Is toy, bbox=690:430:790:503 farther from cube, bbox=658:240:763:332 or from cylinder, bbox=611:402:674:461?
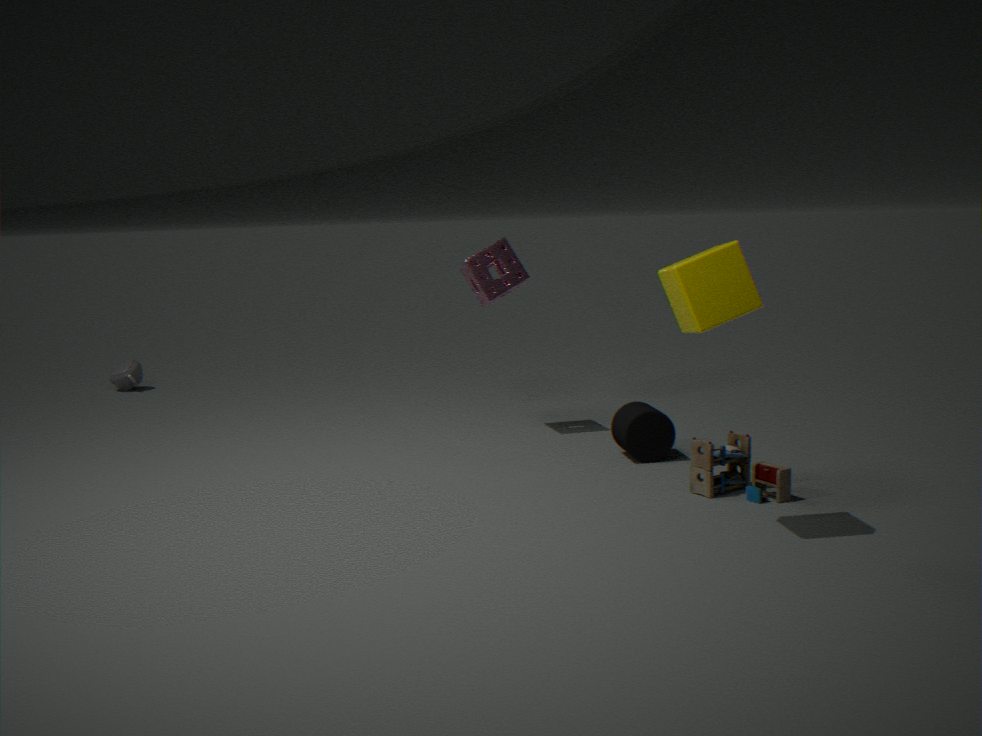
cube, bbox=658:240:763:332
